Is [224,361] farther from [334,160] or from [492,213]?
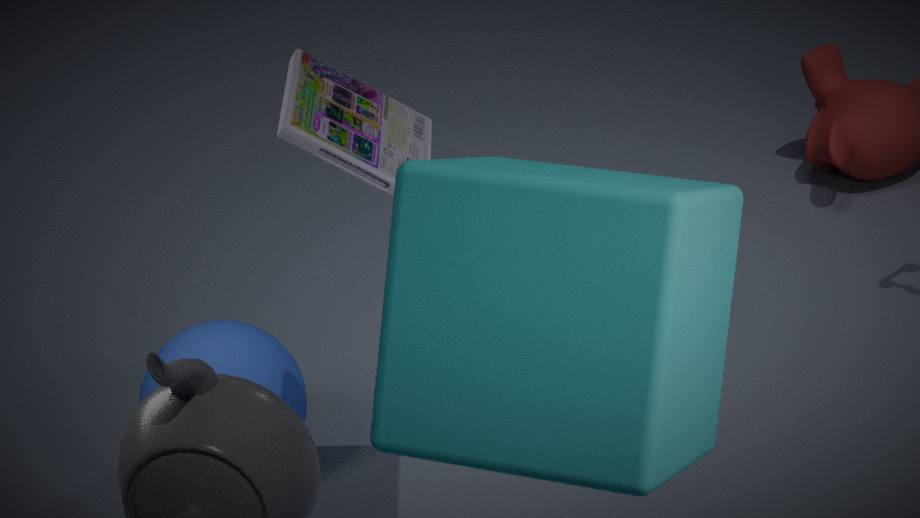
[492,213]
